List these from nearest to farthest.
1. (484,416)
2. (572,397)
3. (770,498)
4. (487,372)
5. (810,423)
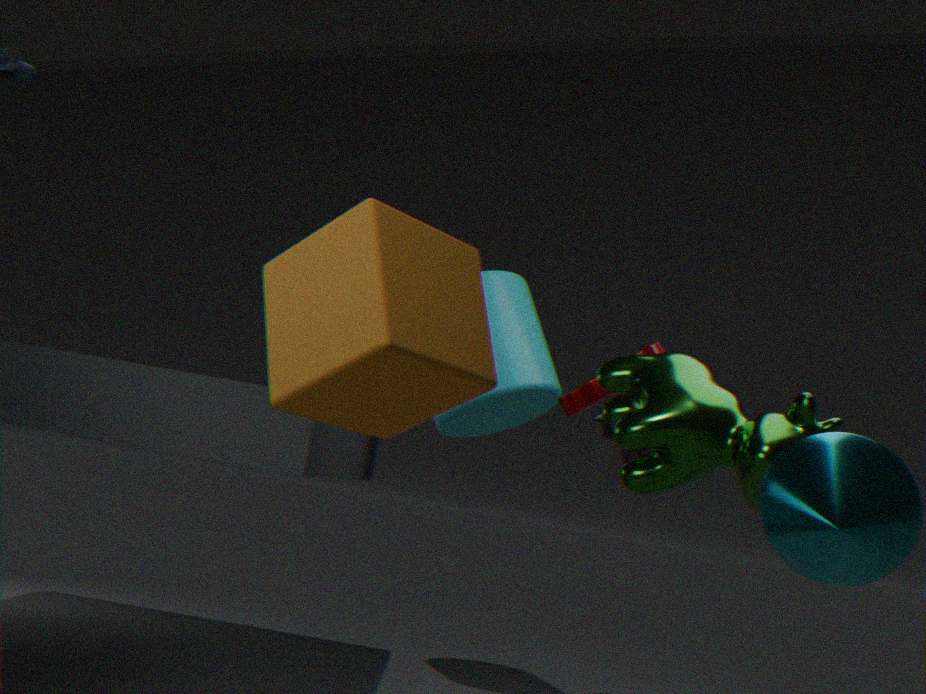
(487,372) → (770,498) → (810,423) → (572,397) → (484,416)
